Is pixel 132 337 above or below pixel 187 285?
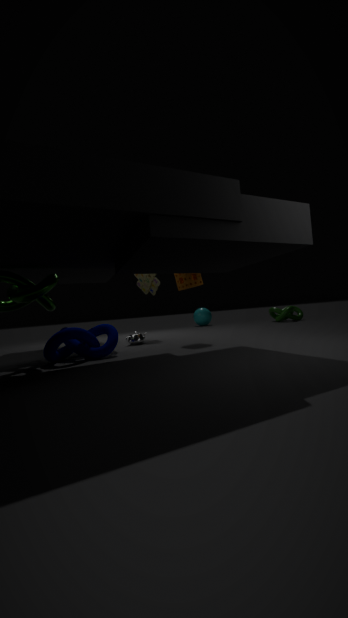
below
